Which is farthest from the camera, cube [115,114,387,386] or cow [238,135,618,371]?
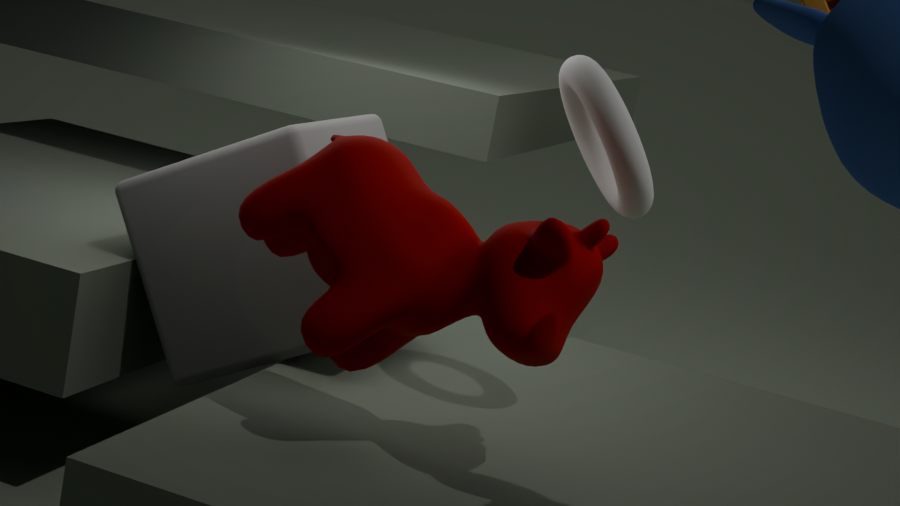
cube [115,114,387,386]
